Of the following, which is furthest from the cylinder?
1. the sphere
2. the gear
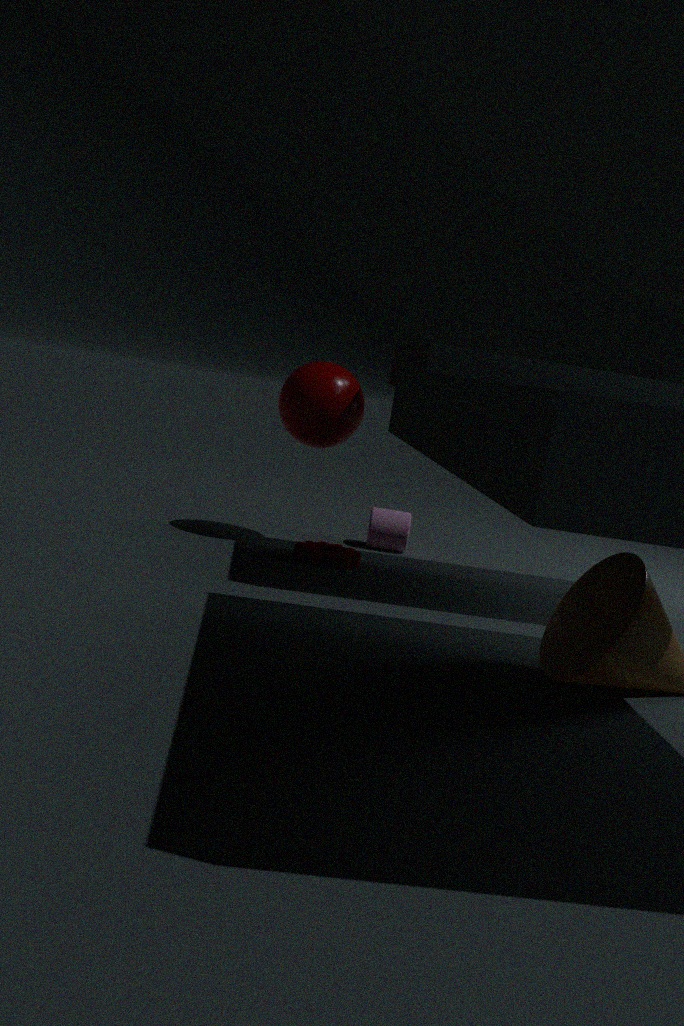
the sphere
